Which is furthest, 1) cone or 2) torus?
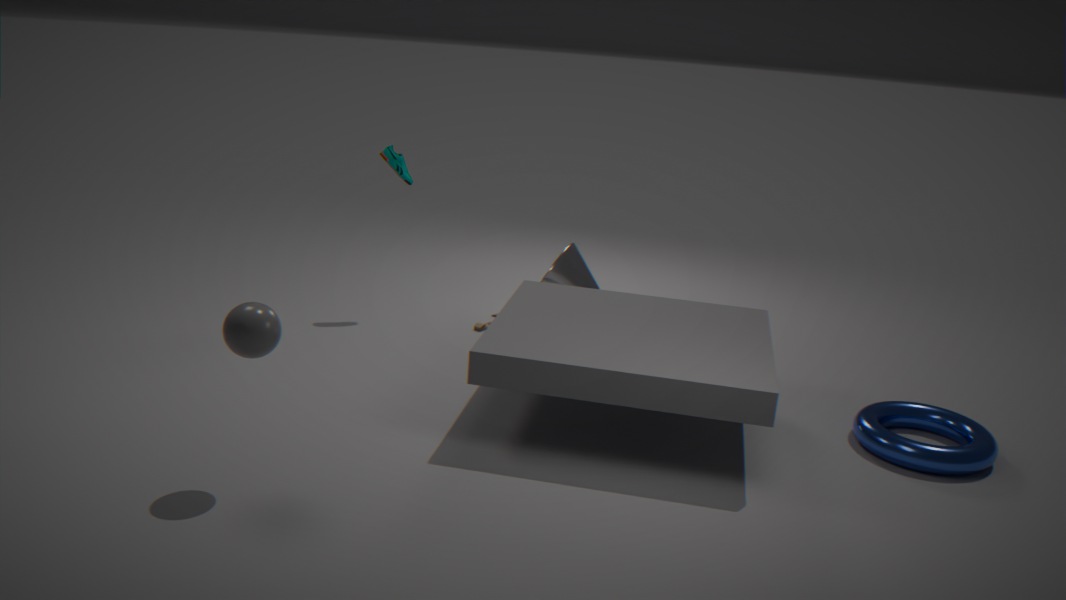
1. cone
